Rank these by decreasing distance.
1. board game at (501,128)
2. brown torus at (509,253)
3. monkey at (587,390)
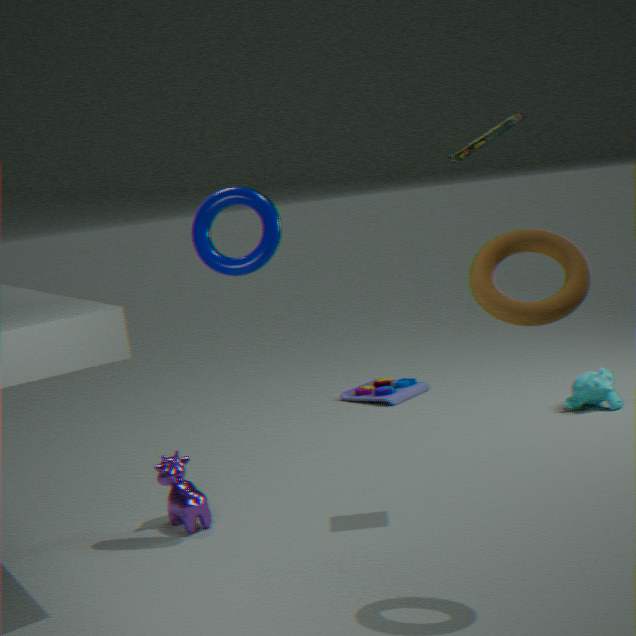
monkey at (587,390)
board game at (501,128)
brown torus at (509,253)
